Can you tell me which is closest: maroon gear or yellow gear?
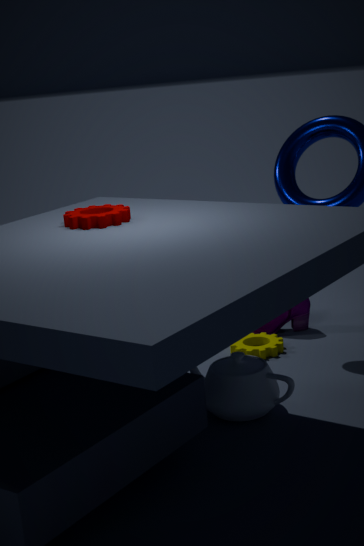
maroon gear
